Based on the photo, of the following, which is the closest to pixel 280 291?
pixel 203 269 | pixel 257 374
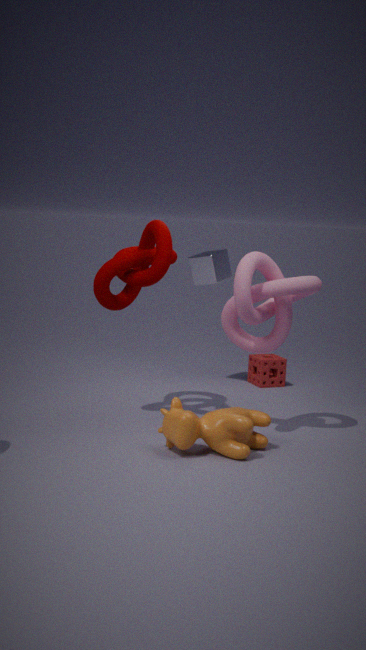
pixel 203 269
